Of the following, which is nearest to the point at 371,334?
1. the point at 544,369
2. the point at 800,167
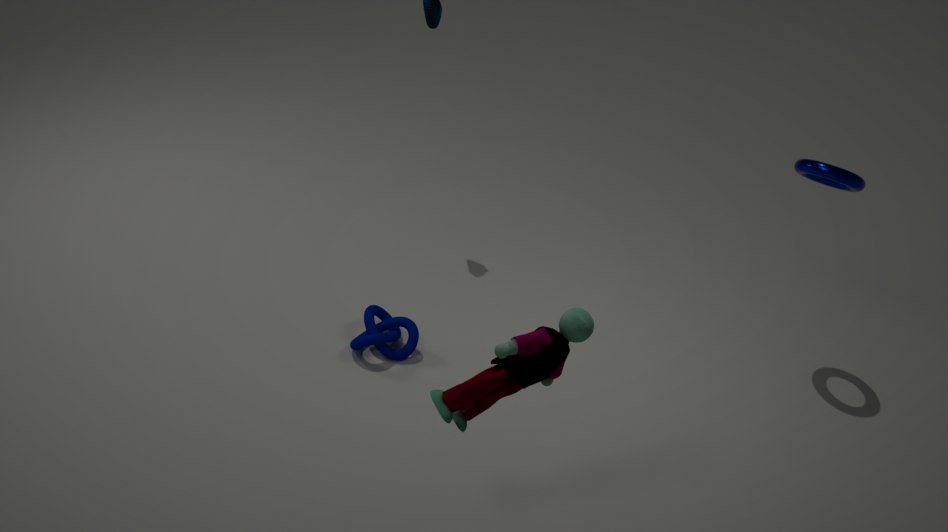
the point at 544,369
